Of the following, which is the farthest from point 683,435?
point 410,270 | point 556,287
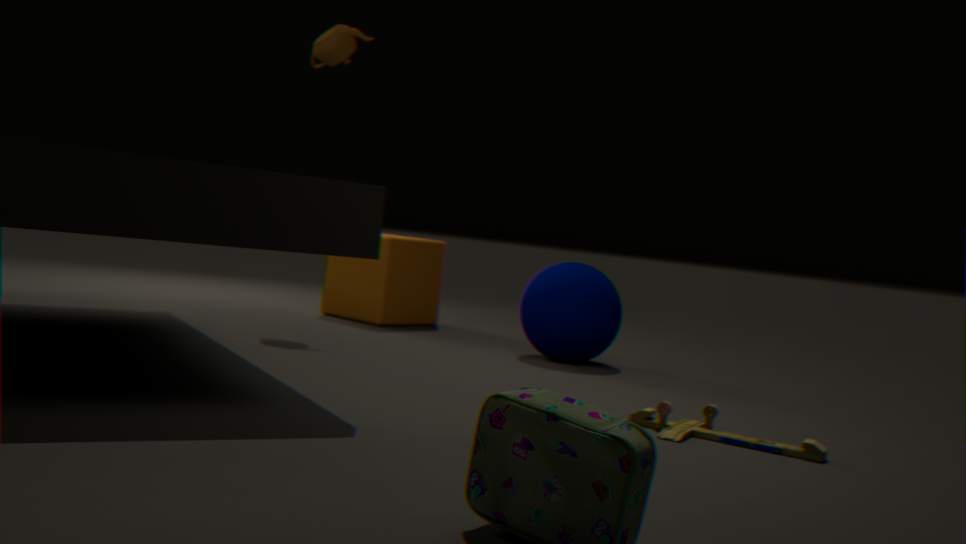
point 410,270
